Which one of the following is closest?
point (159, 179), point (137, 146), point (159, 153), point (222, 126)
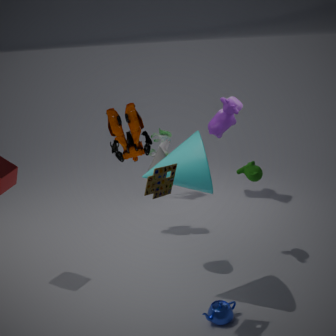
point (159, 179)
